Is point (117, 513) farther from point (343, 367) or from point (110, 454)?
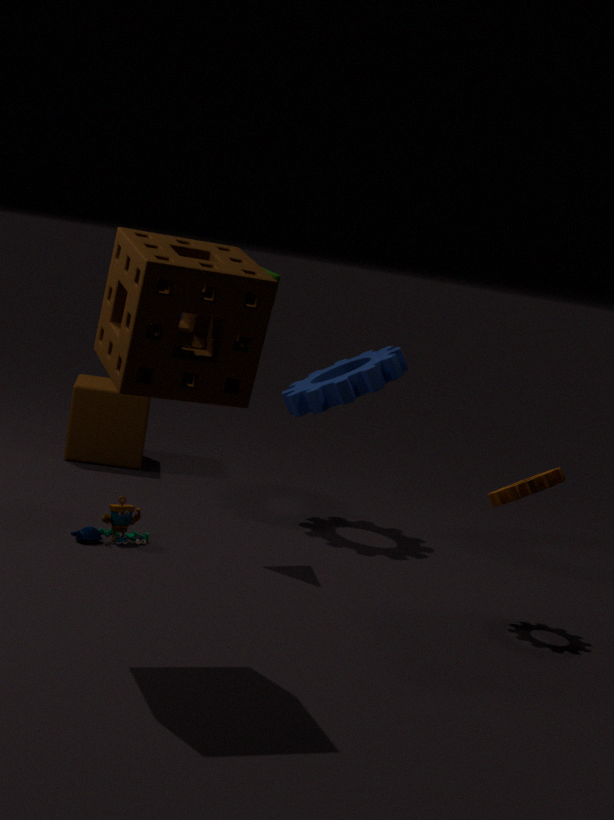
point (110, 454)
